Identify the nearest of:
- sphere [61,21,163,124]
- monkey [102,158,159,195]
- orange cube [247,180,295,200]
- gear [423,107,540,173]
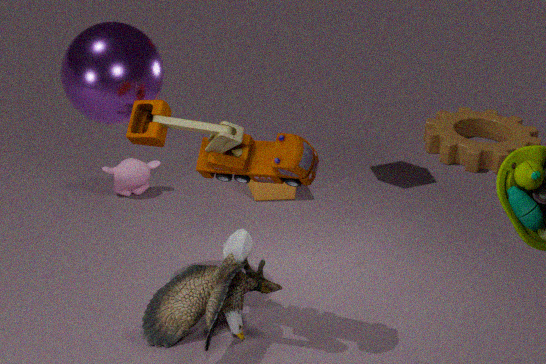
sphere [61,21,163,124]
